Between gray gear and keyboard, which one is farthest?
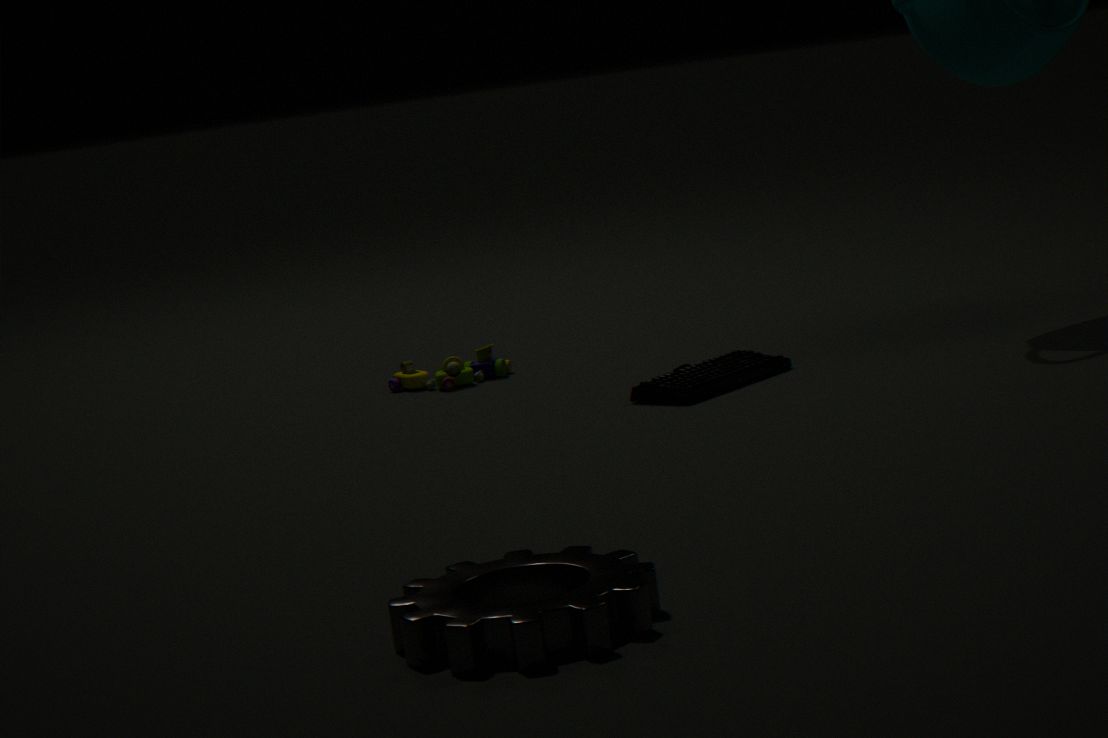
keyboard
